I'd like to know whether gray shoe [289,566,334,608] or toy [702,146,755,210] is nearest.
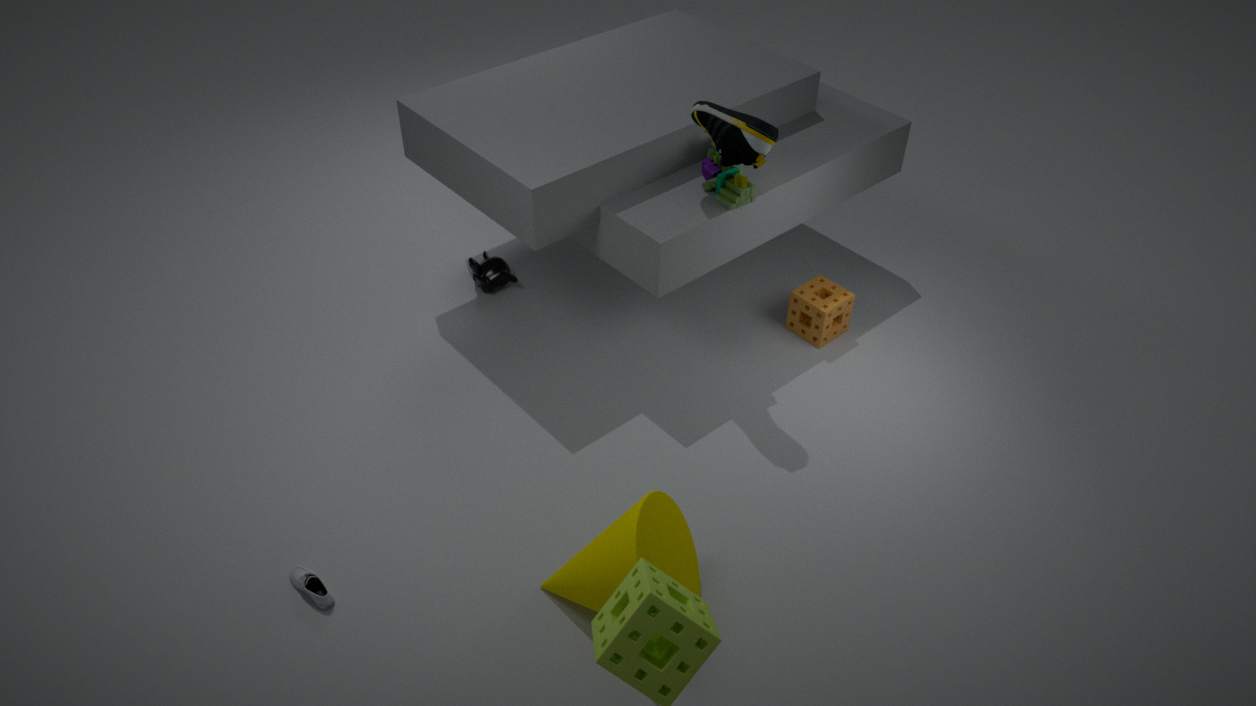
gray shoe [289,566,334,608]
